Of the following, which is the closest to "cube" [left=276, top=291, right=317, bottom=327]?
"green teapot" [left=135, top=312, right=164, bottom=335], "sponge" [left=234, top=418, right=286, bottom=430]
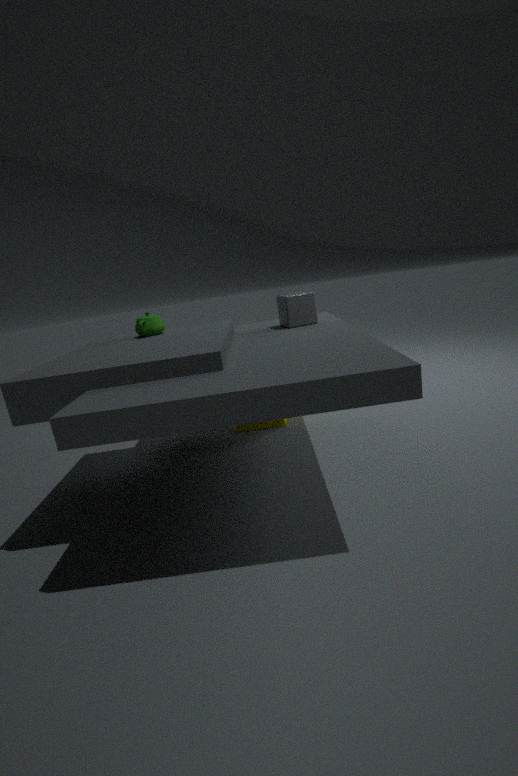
"sponge" [left=234, top=418, right=286, bottom=430]
